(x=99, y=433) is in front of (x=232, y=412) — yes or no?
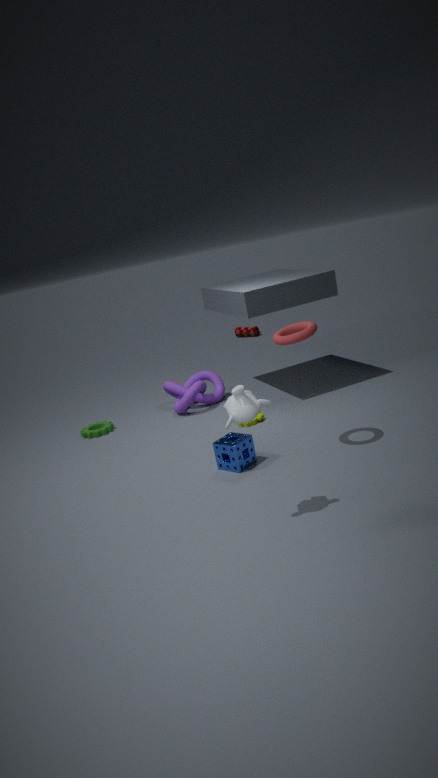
No
